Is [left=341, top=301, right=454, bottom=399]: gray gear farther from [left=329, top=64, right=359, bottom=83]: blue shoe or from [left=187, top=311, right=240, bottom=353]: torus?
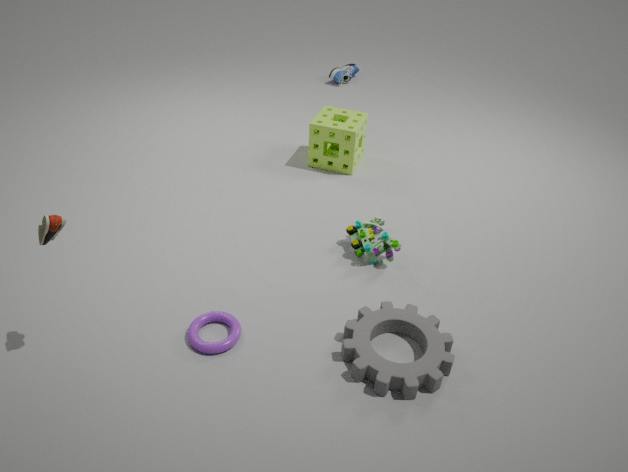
[left=329, top=64, right=359, bottom=83]: blue shoe
